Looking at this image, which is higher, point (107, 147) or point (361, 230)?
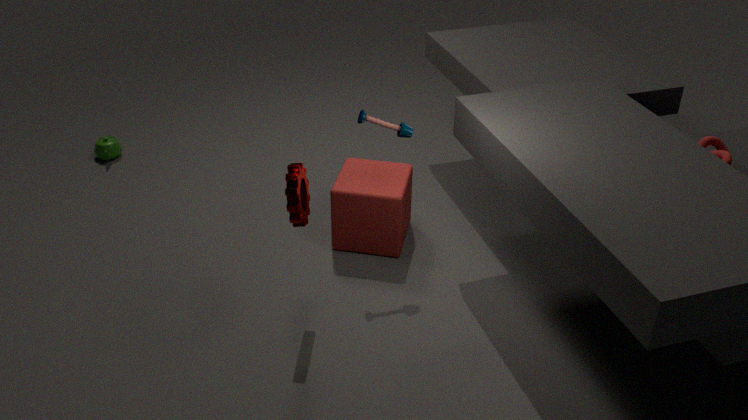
point (361, 230)
